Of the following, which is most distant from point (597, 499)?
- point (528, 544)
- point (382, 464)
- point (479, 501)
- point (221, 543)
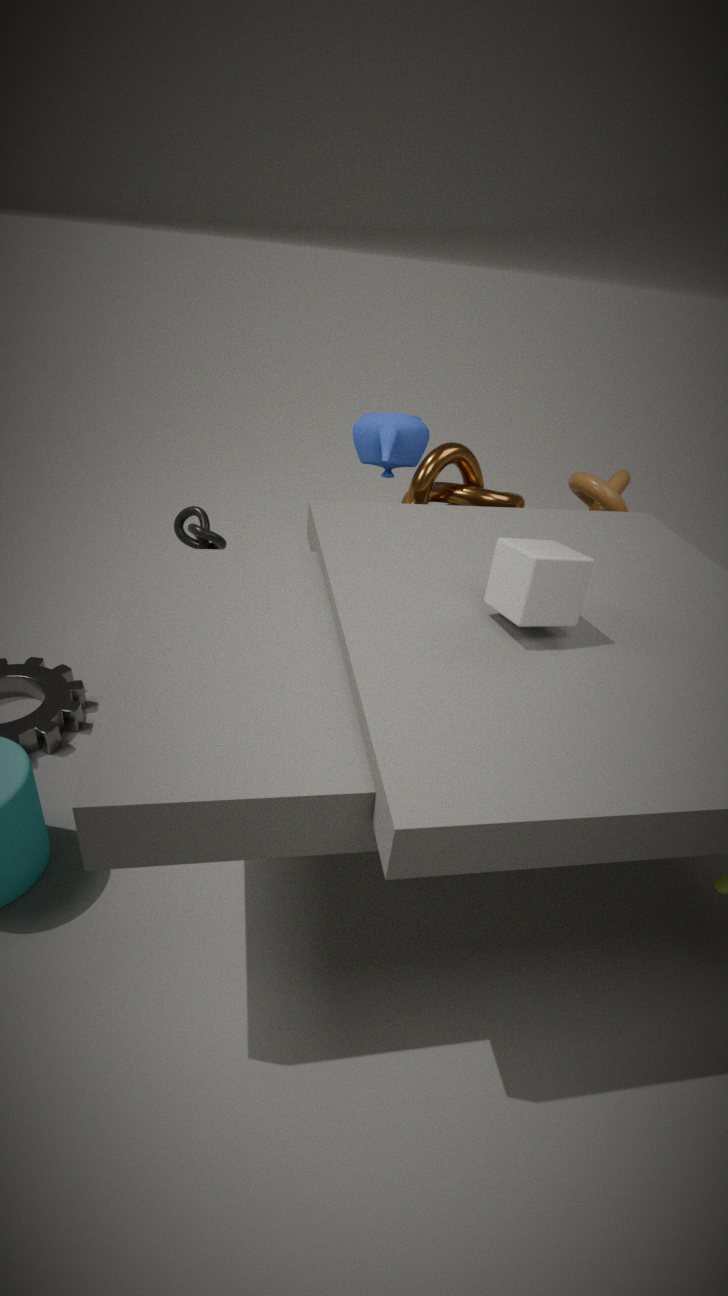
point (221, 543)
